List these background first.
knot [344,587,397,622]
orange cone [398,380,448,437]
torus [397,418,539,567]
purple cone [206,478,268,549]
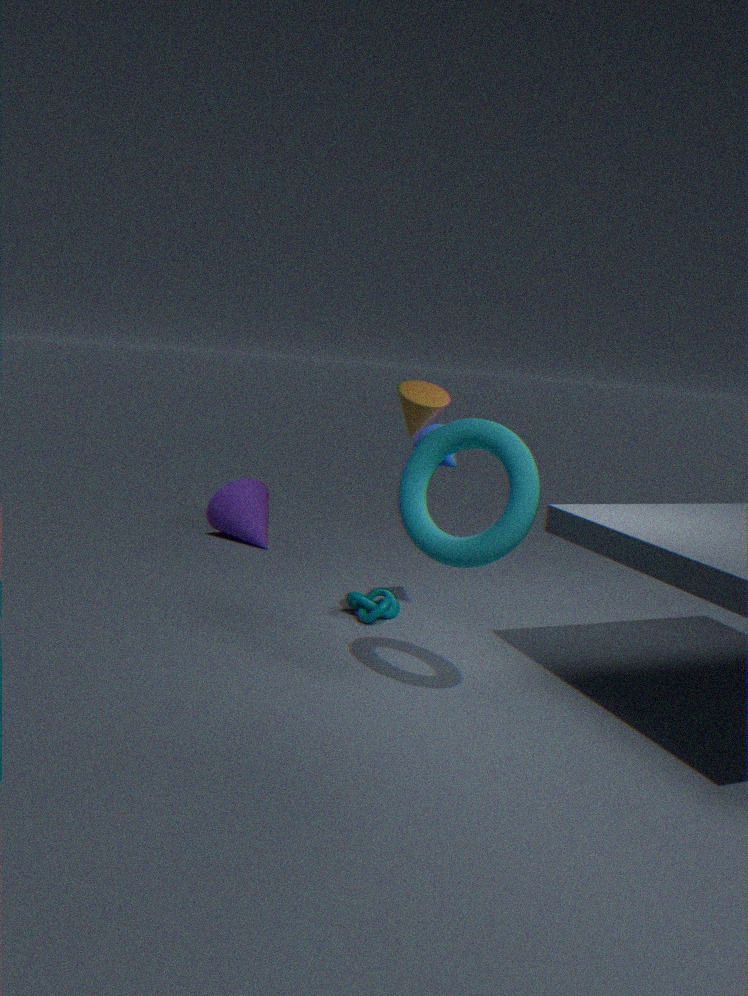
purple cone [206,478,268,549] < knot [344,587,397,622] < orange cone [398,380,448,437] < torus [397,418,539,567]
